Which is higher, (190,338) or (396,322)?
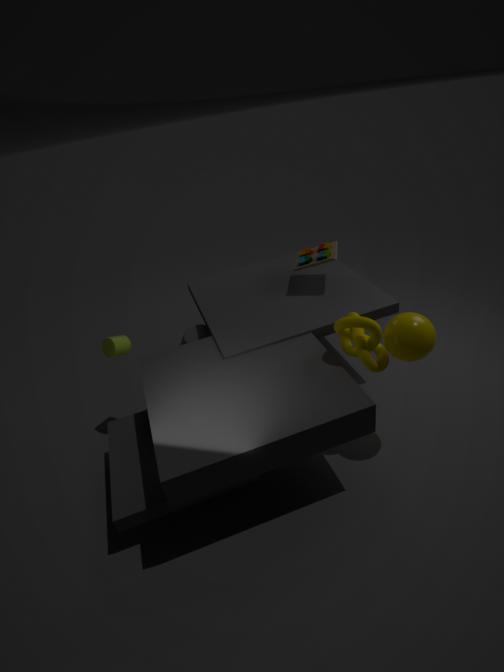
(396,322)
